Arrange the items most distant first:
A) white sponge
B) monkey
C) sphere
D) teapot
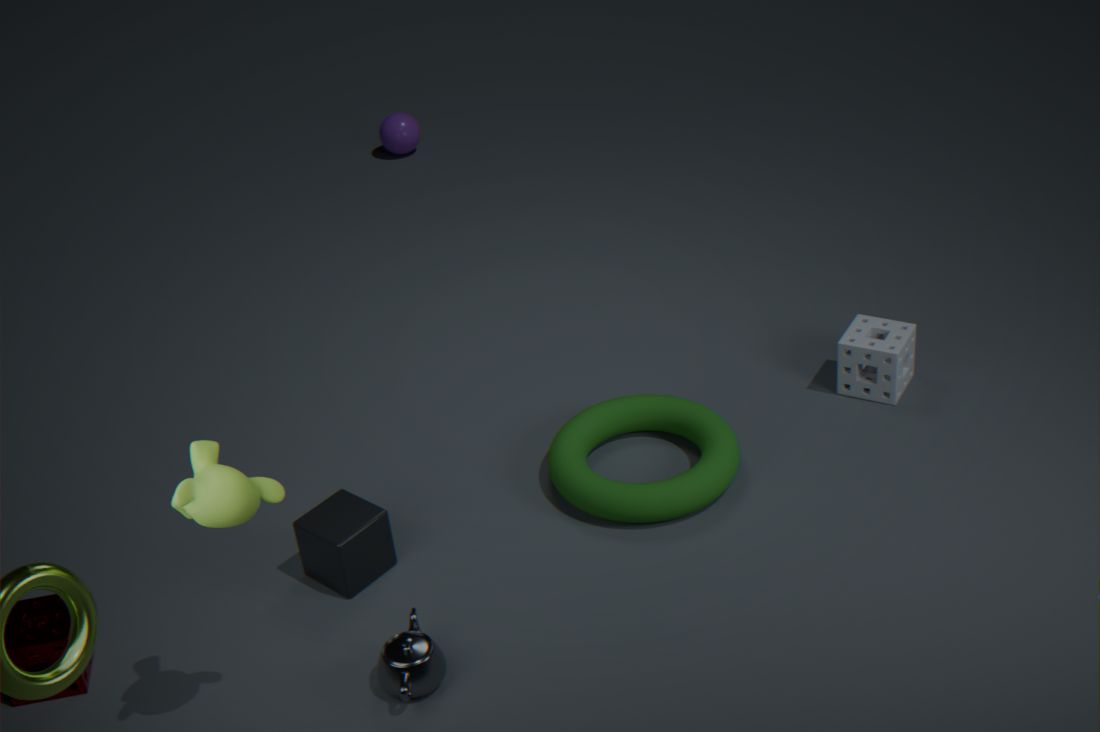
1. sphere
2. white sponge
3. teapot
4. monkey
